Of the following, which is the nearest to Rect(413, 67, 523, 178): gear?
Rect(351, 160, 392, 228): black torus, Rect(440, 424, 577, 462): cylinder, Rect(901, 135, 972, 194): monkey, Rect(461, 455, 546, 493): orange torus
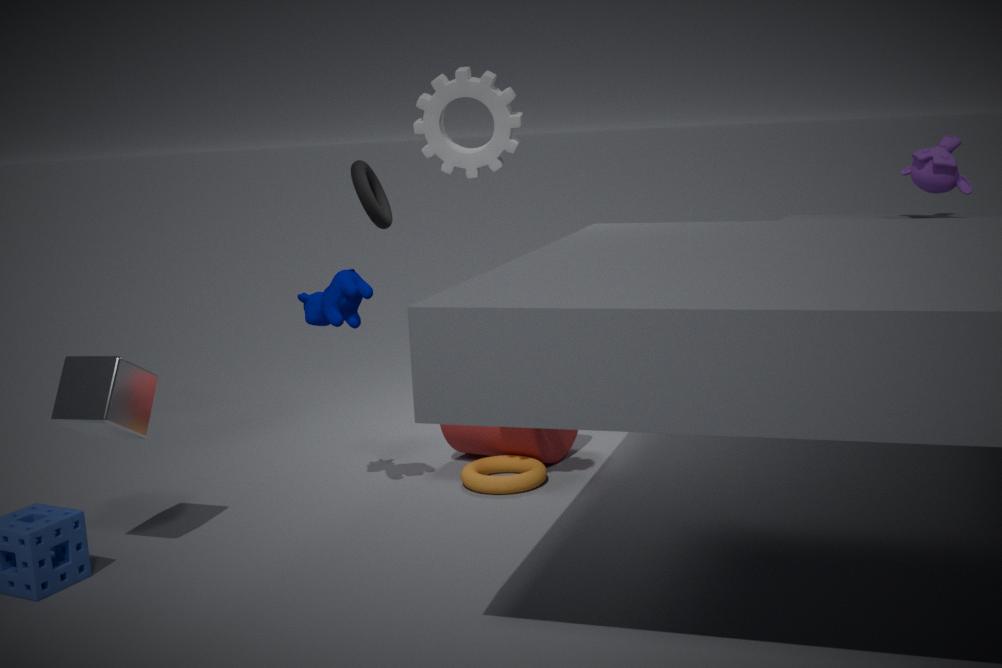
Rect(440, 424, 577, 462): cylinder
